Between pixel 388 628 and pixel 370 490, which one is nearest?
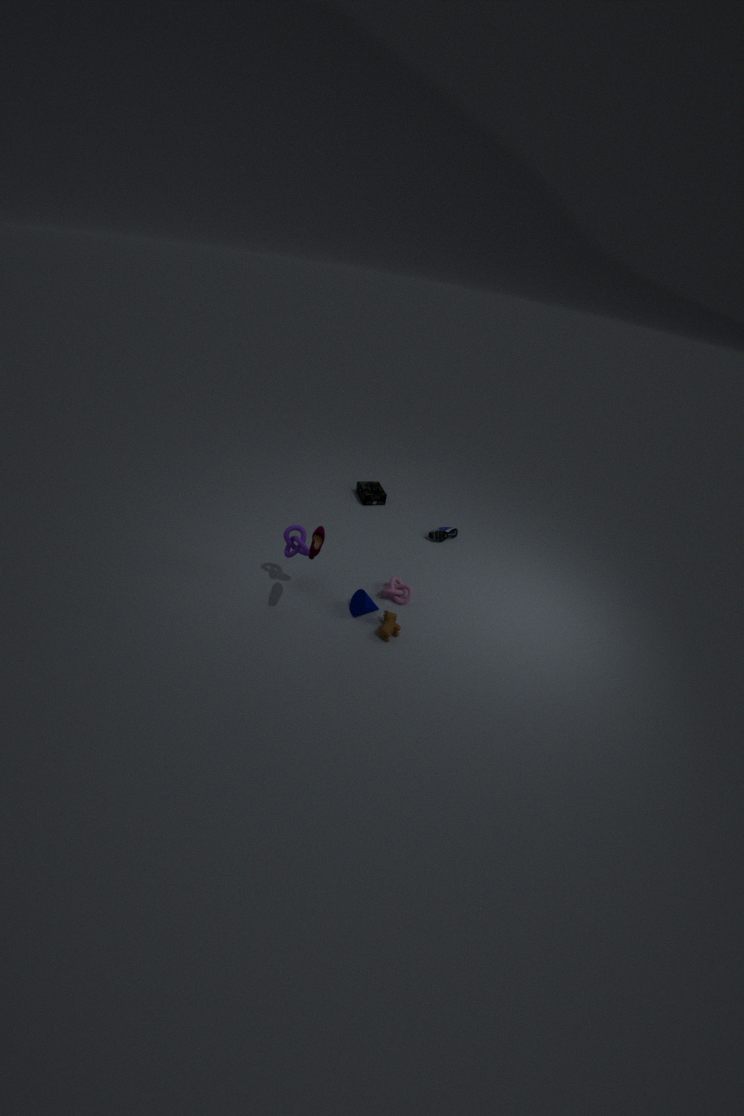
pixel 388 628
